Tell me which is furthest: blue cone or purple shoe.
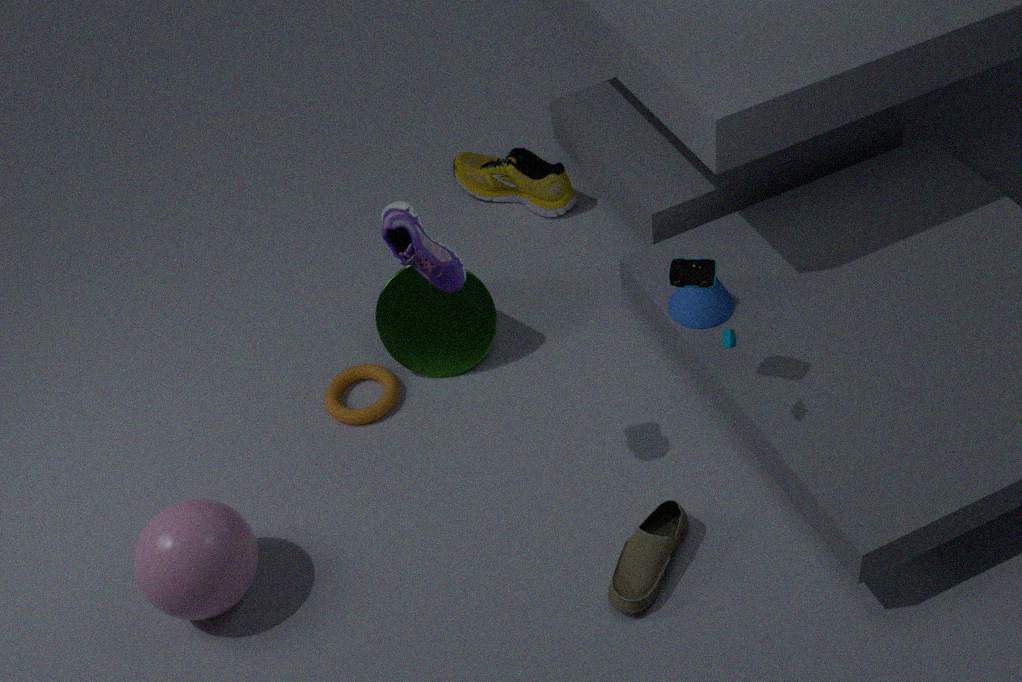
blue cone
